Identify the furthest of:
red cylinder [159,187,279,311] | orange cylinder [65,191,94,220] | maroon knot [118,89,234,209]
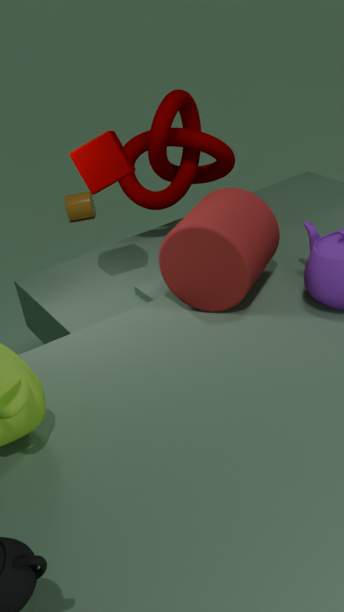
orange cylinder [65,191,94,220]
